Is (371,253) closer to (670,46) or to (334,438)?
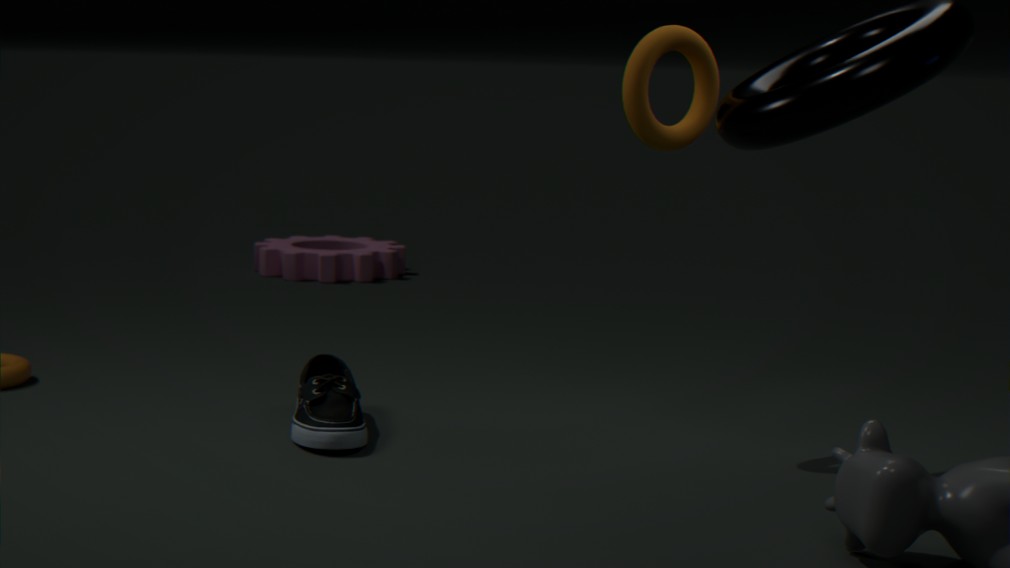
(334,438)
